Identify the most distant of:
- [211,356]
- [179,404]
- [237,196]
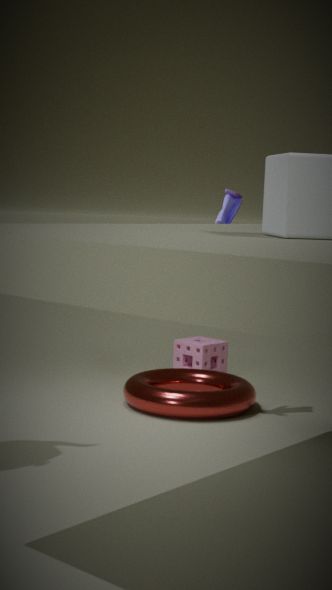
[211,356]
